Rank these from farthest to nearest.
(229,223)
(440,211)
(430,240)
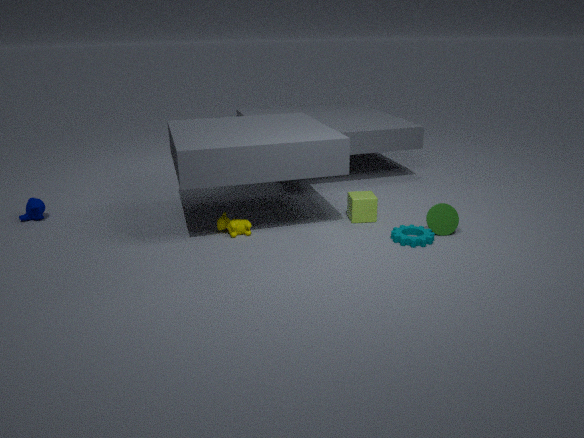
1. (229,223)
2. (440,211)
3. (430,240)
